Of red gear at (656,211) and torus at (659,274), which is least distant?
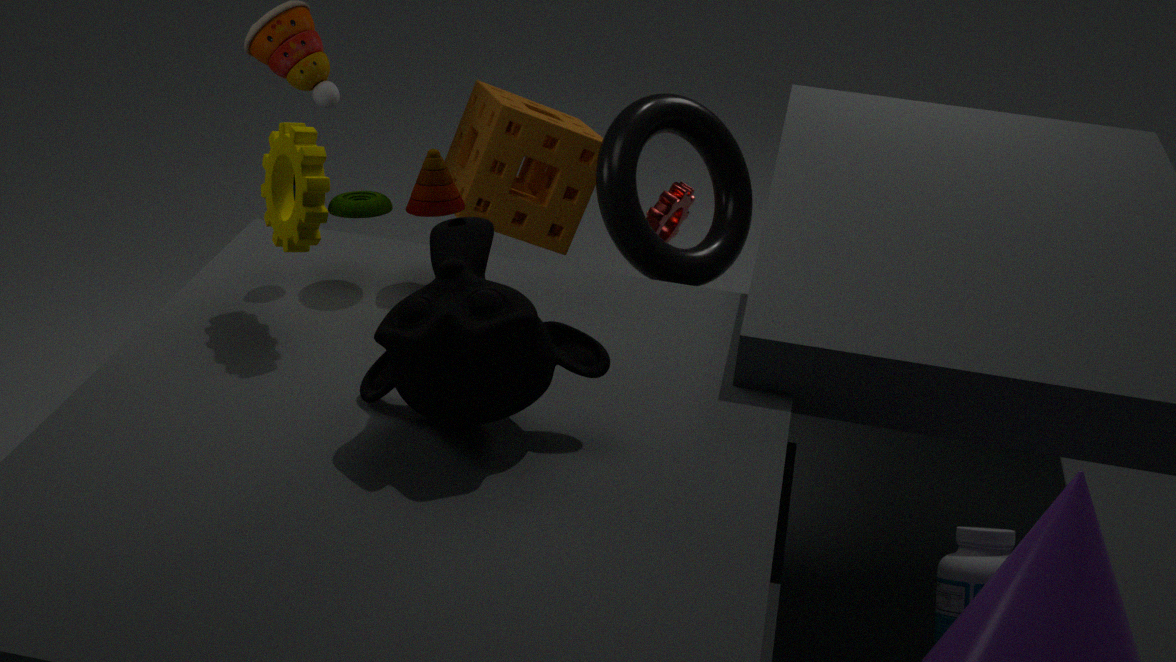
torus at (659,274)
